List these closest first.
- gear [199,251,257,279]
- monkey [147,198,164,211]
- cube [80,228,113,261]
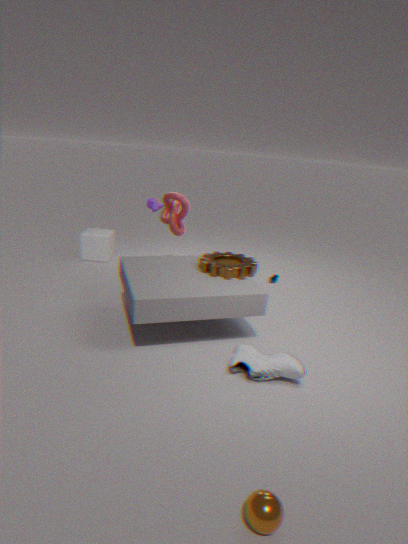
gear [199,251,257,279] → monkey [147,198,164,211] → cube [80,228,113,261]
